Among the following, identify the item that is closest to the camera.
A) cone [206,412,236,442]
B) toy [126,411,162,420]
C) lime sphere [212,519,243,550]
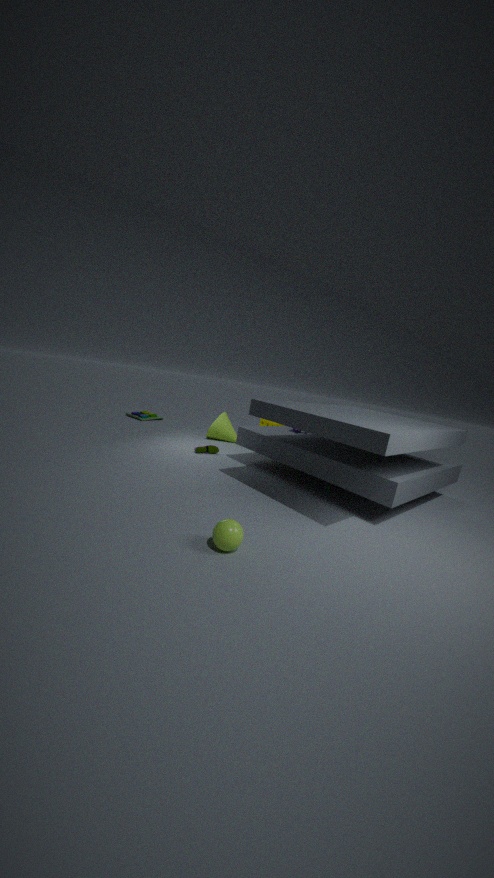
lime sphere [212,519,243,550]
